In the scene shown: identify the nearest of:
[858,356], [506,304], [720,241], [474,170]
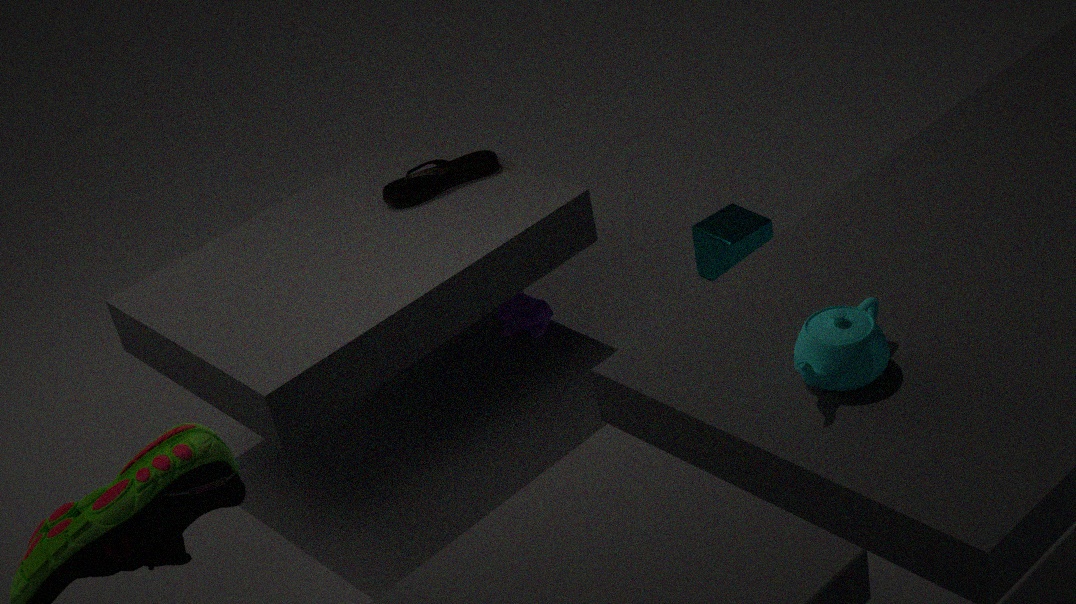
[858,356]
